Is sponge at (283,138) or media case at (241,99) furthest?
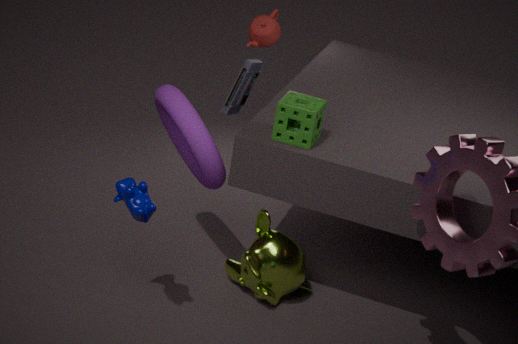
media case at (241,99)
